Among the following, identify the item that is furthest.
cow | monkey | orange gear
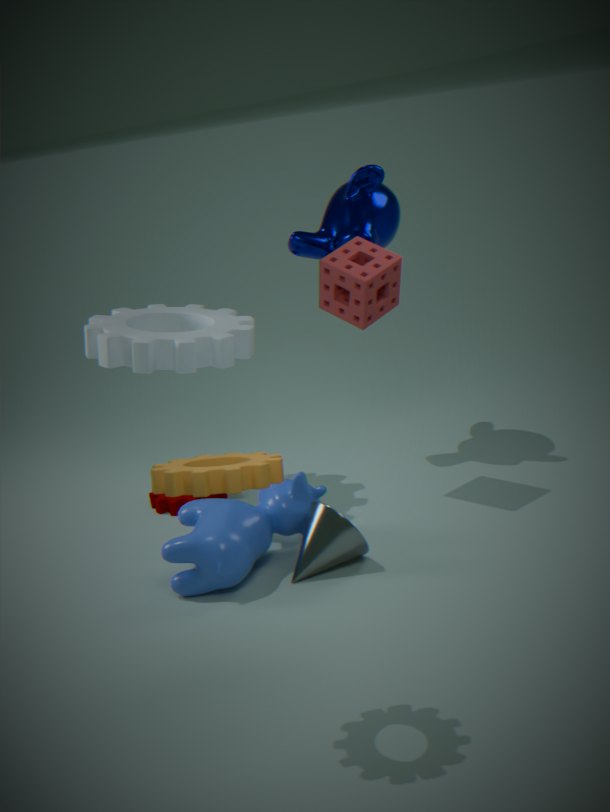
monkey
